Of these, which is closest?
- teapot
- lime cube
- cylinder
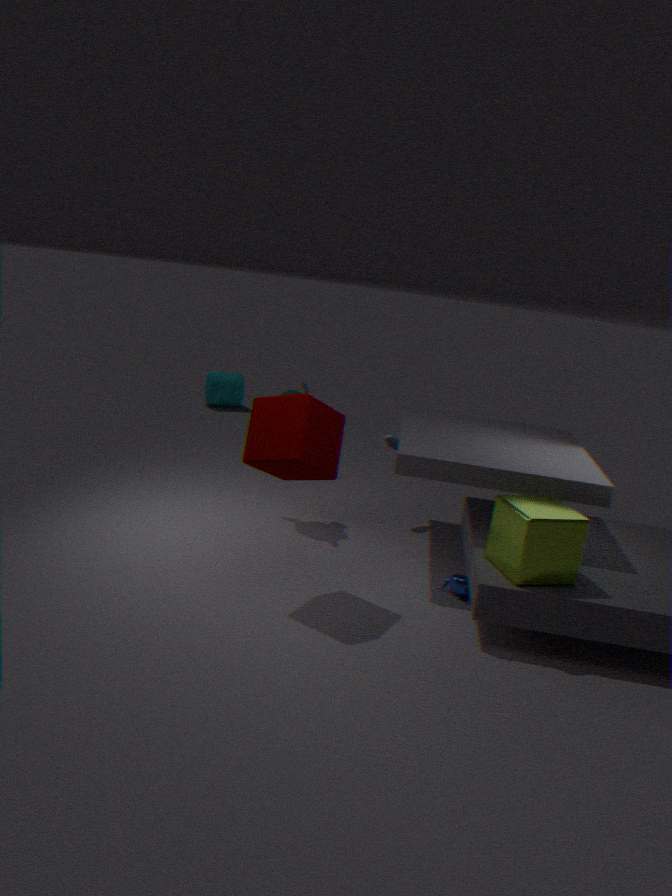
lime cube
